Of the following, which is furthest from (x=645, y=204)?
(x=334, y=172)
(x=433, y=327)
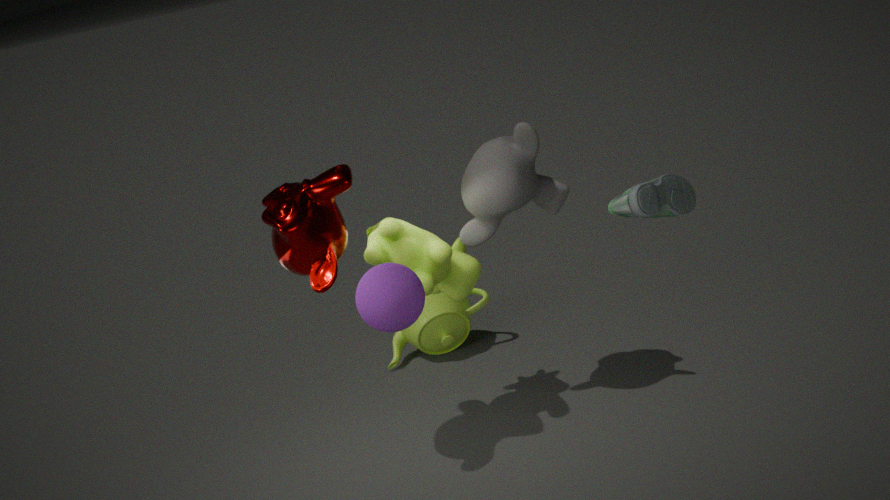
(x=433, y=327)
